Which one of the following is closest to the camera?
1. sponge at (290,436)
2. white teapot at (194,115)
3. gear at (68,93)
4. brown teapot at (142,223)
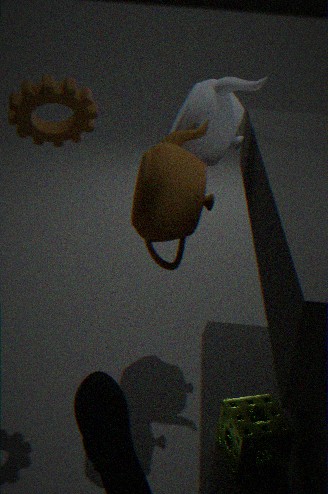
gear at (68,93)
